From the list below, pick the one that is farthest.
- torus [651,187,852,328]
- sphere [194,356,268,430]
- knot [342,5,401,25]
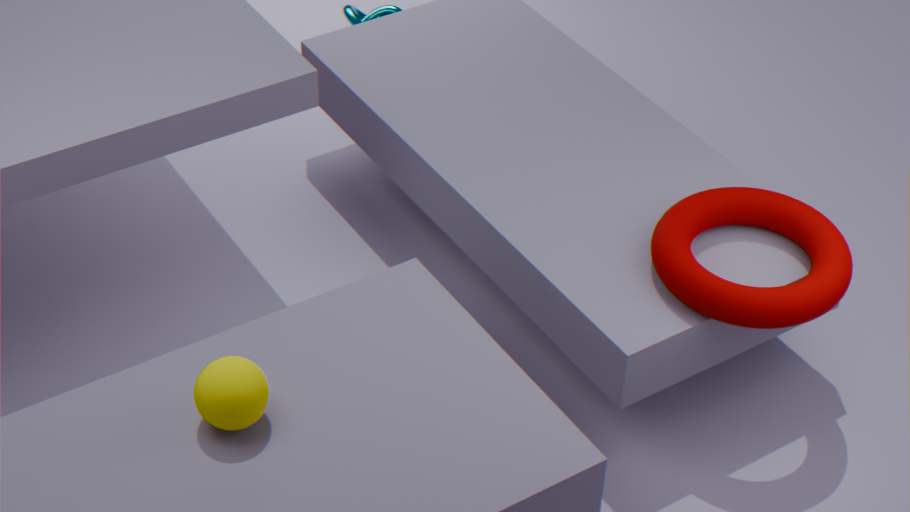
knot [342,5,401,25]
